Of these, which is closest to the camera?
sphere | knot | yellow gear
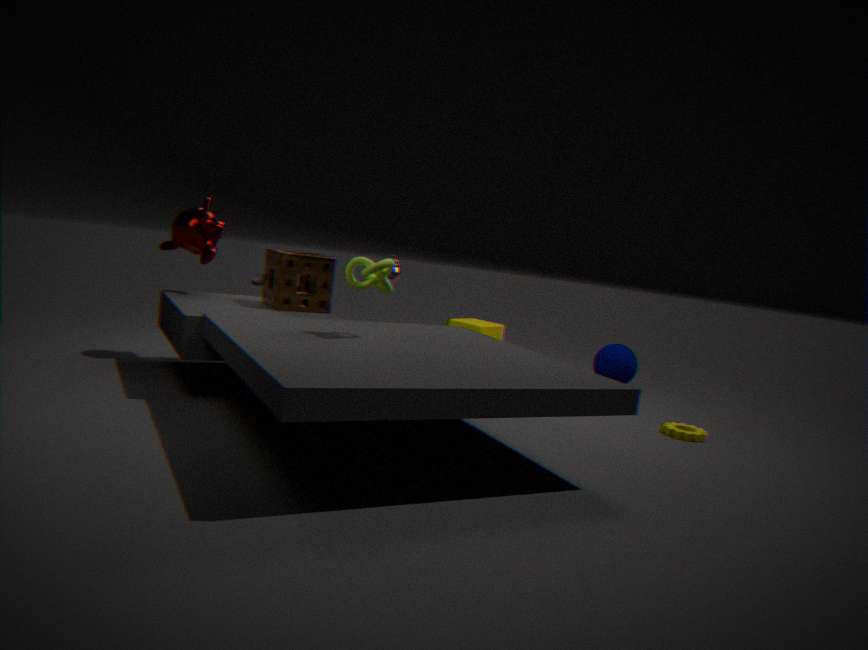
knot
